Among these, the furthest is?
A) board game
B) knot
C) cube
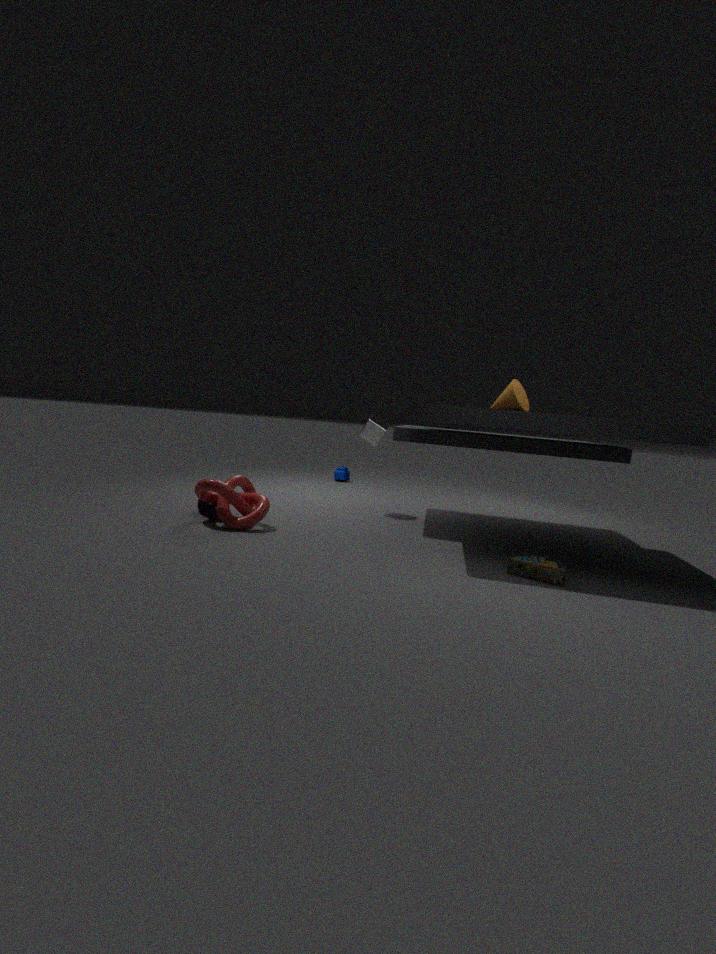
cube
